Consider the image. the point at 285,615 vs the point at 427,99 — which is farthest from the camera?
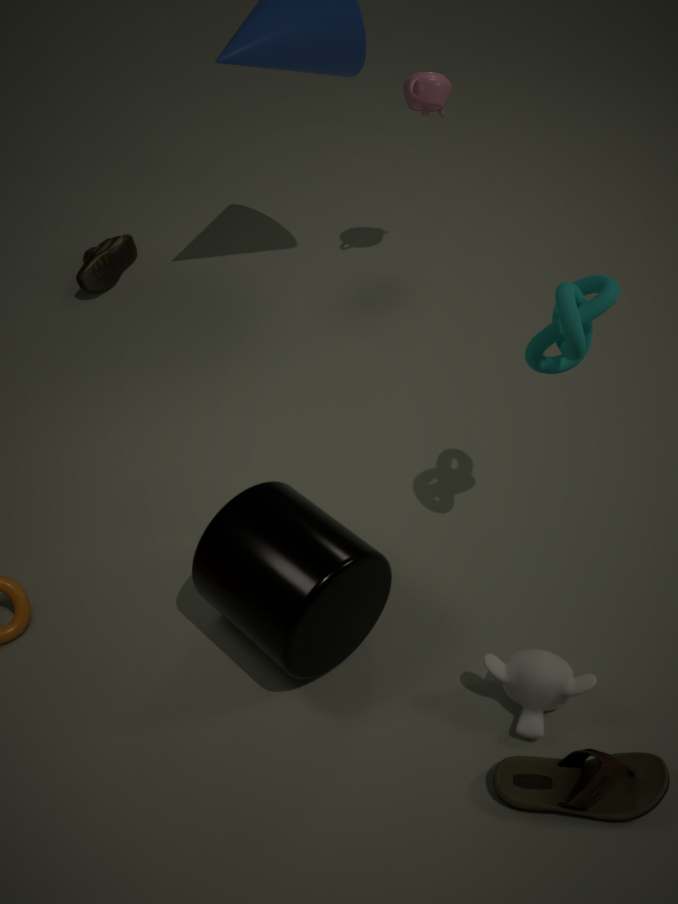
the point at 427,99
